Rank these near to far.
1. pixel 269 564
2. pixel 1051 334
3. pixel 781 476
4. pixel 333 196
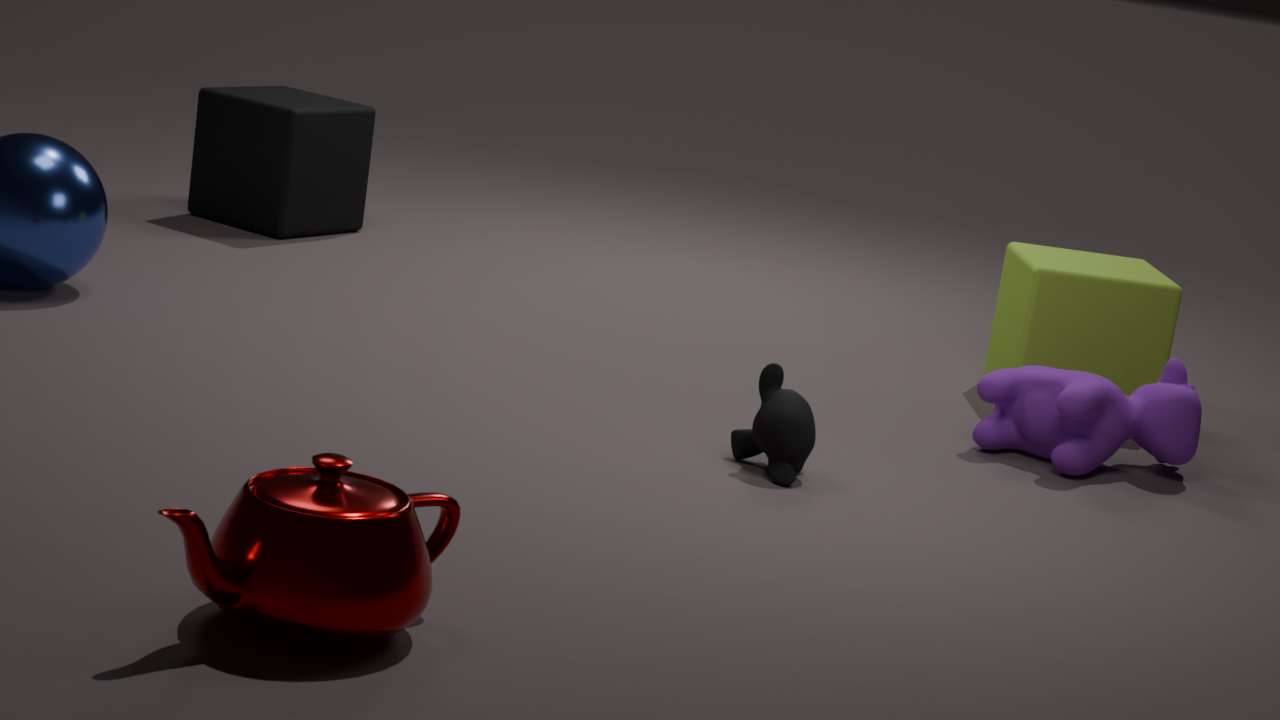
pixel 269 564 < pixel 781 476 < pixel 1051 334 < pixel 333 196
